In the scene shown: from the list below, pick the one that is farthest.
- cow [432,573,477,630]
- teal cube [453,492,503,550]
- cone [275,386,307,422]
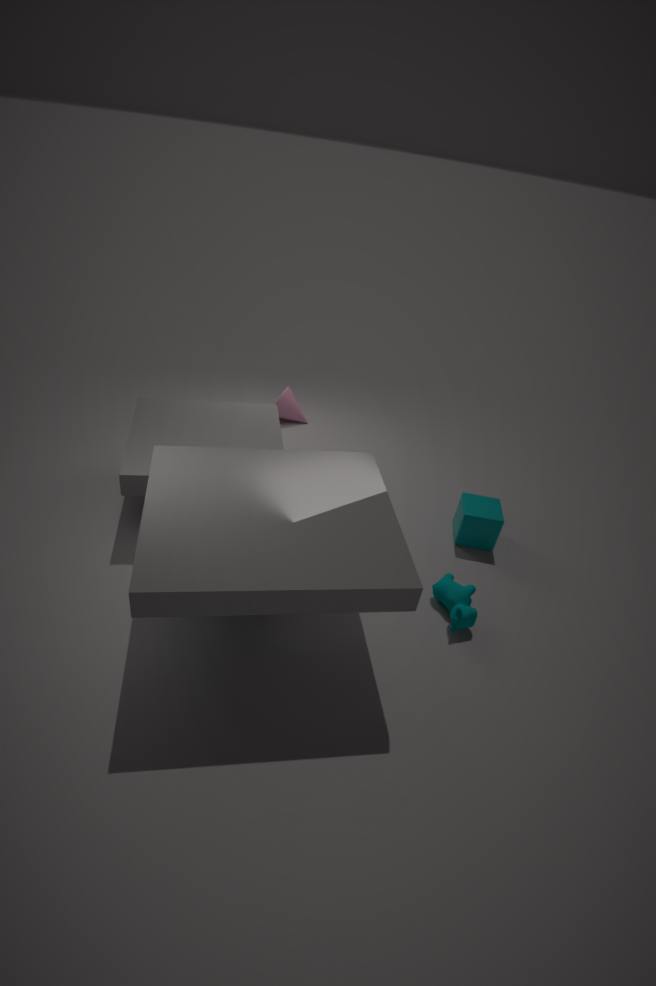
cone [275,386,307,422]
